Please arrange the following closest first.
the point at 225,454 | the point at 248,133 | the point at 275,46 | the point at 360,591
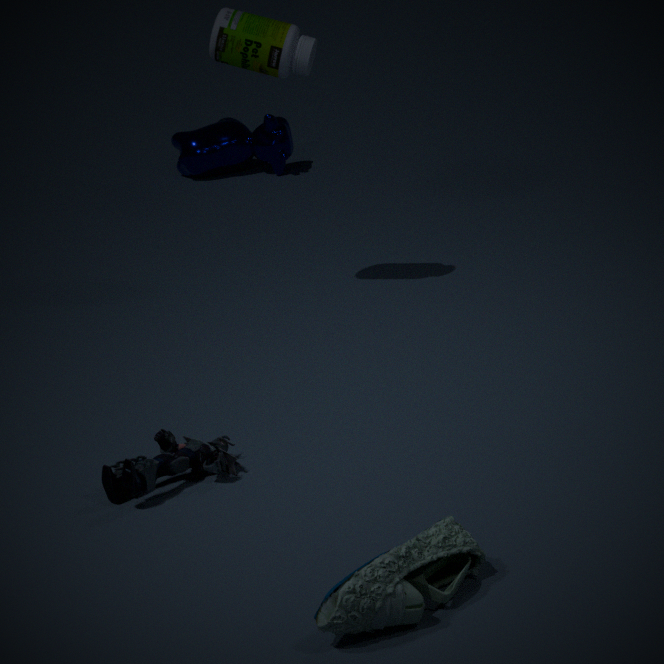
the point at 360,591, the point at 225,454, the point at 275,46, the point at 248,133
